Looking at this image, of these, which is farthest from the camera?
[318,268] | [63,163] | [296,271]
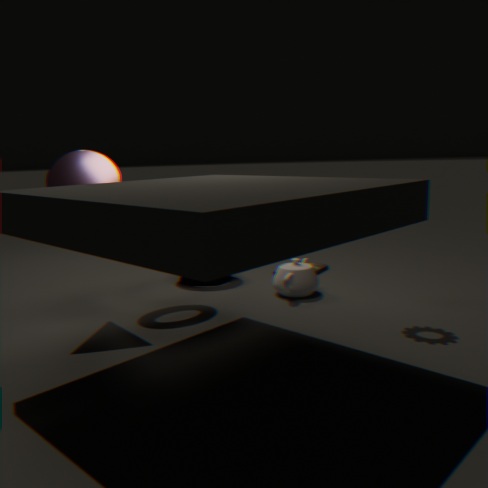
[318,268]
